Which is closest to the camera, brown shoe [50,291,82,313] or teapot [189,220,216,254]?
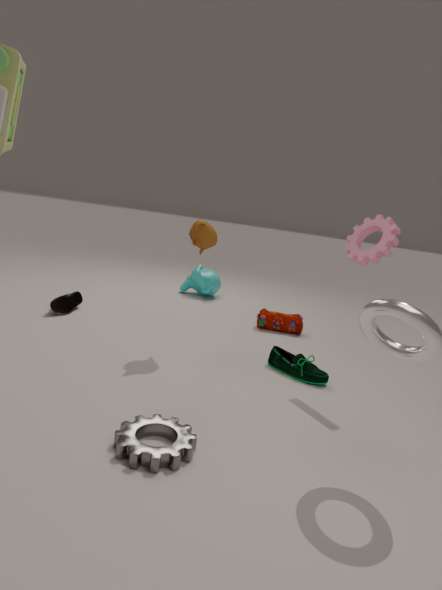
teapot [189,220,216,254]
